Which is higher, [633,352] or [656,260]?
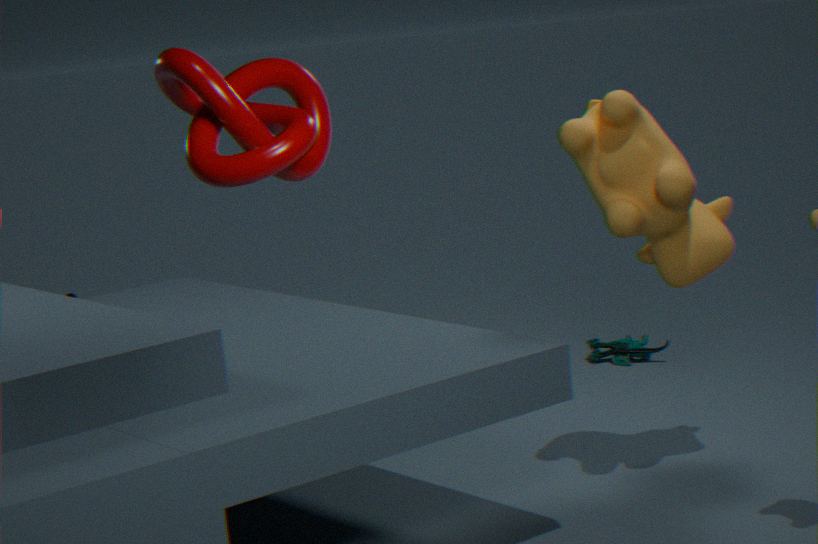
[656,260]
